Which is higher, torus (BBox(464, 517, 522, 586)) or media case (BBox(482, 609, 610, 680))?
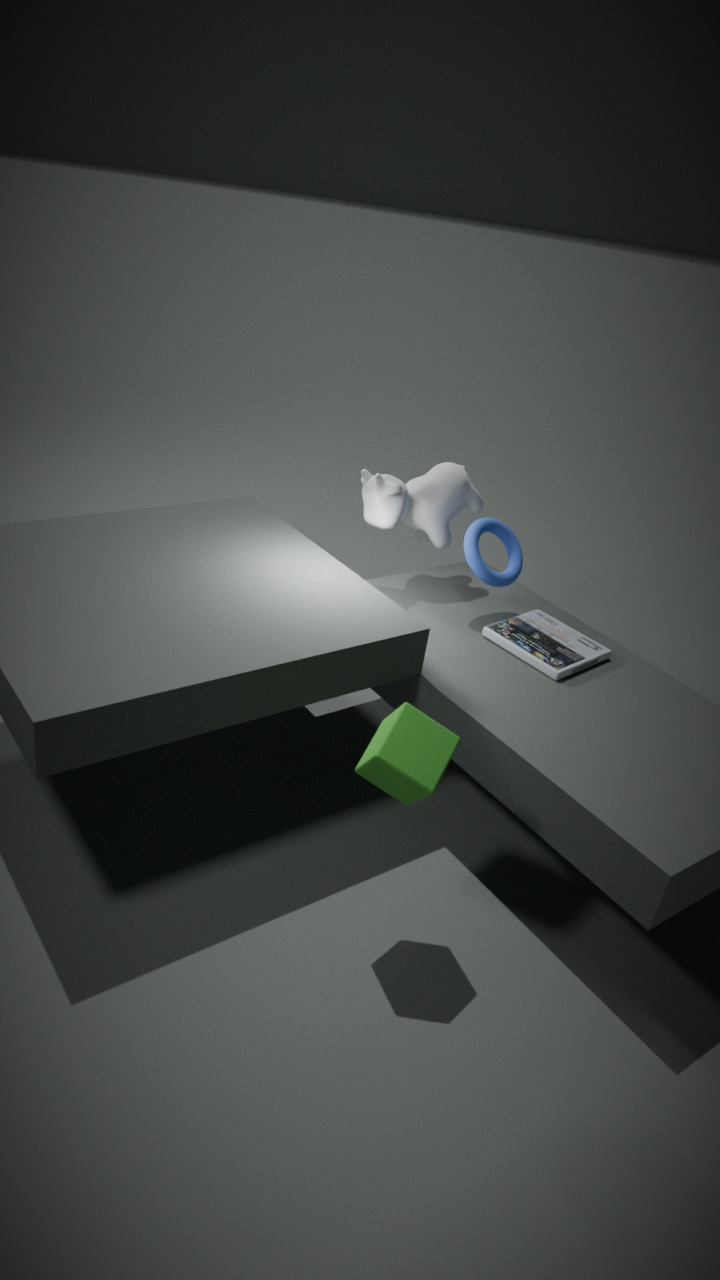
torus (BBox(464, 517, 522, 586))
